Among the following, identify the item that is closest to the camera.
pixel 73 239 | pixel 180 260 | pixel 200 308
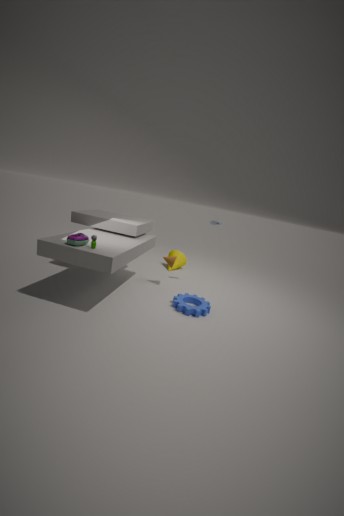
pixel 73 239
